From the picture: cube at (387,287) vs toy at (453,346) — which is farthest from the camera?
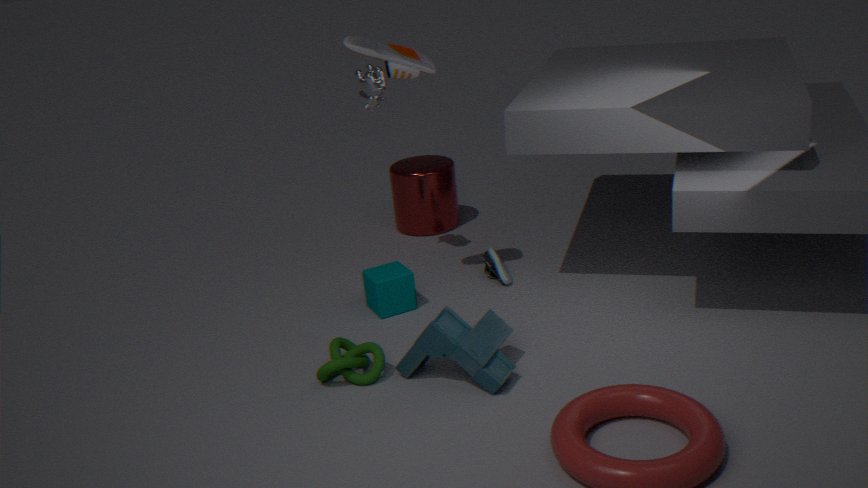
cube at (387,287)
